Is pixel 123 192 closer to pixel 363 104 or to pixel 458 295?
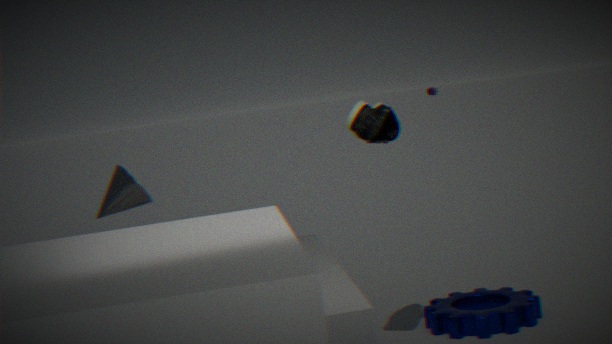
pixel 363 104
